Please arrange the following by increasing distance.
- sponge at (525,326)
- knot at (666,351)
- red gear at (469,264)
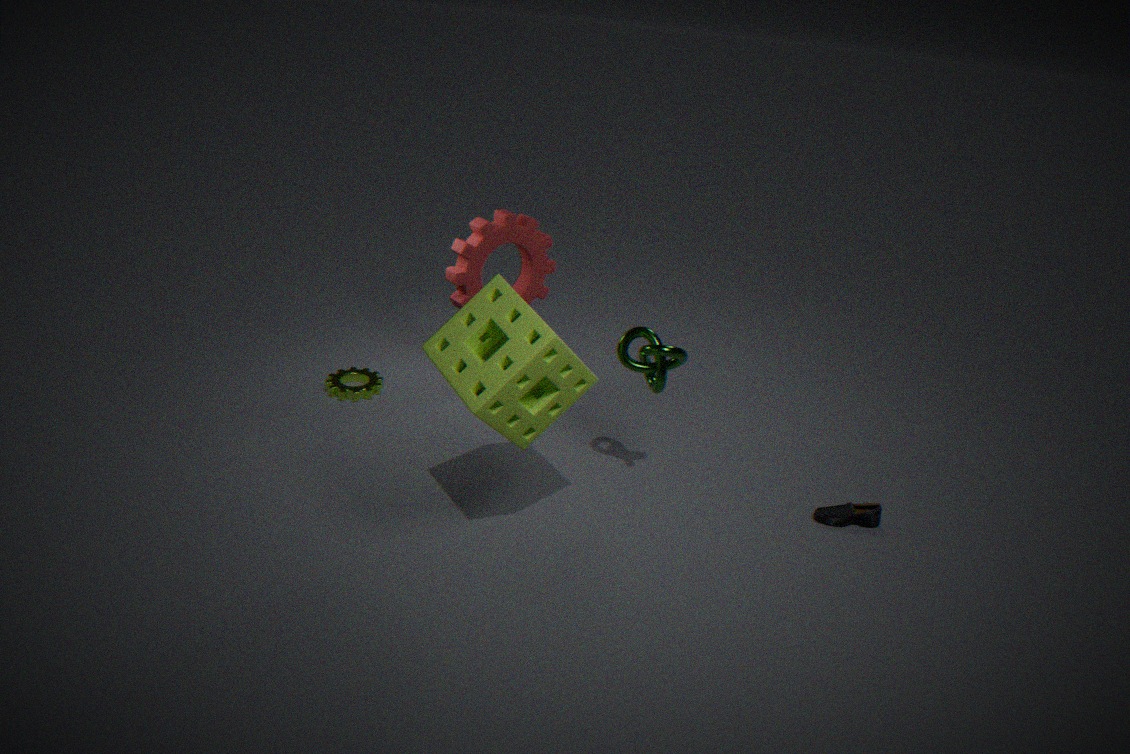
sponge at (525,326)
knot at (666,351)
red gear at (469,264)
